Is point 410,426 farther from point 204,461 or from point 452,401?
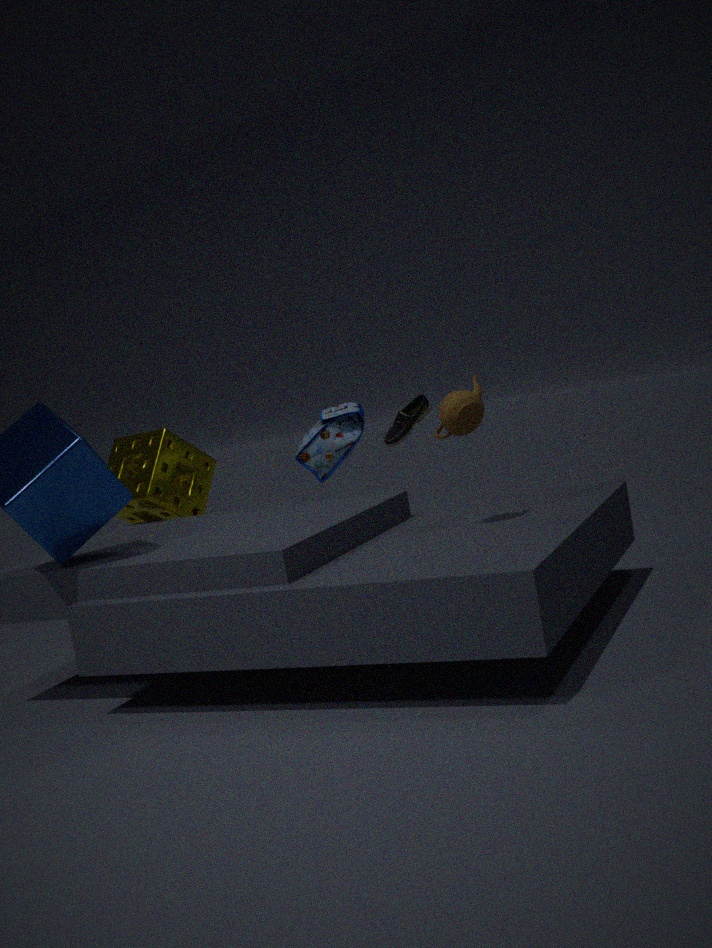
point 204,461
